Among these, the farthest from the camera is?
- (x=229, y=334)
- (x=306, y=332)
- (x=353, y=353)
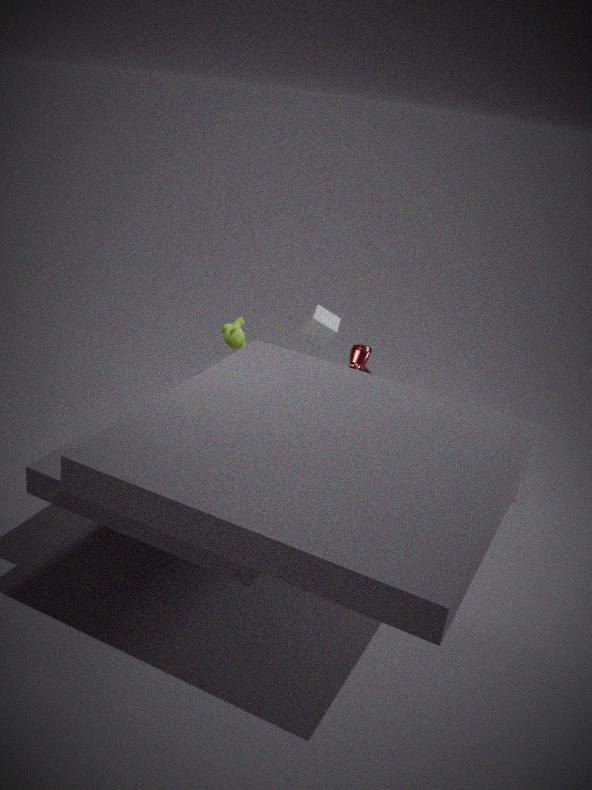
(x=306, y=332)
